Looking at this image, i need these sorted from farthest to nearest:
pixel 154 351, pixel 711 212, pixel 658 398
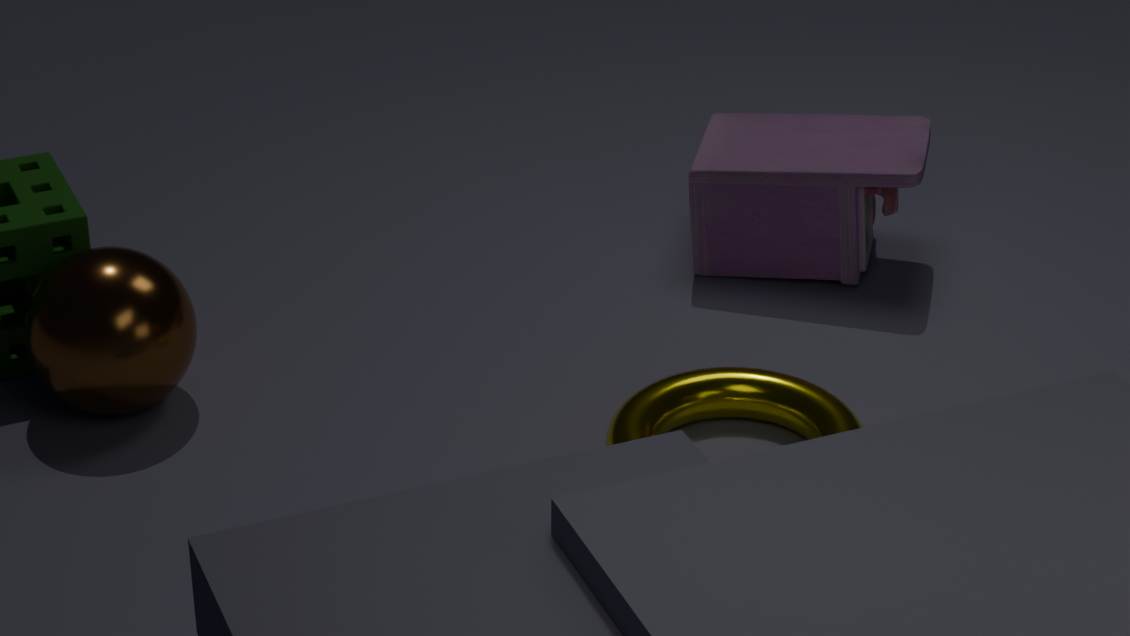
pixel 711 212, pixel 658 398, pixel 154 351
